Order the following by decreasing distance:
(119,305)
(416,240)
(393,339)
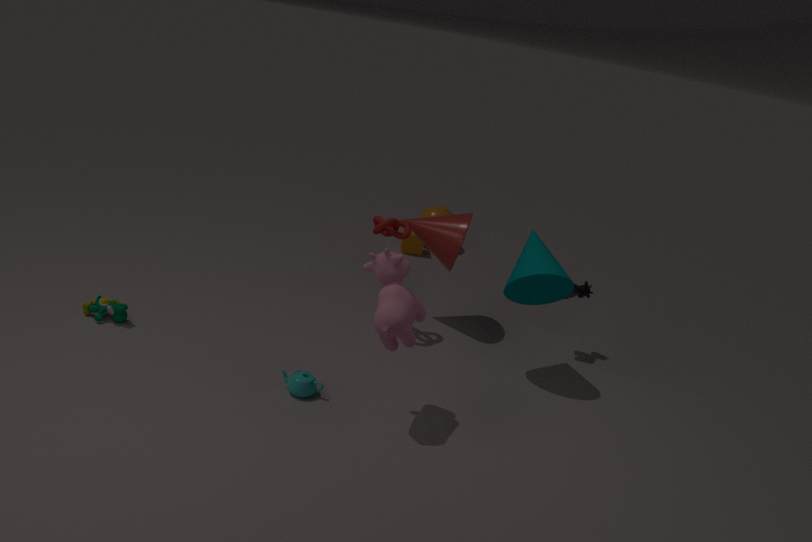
1. (416,240)
2. (119,305)
3. (393,339)
